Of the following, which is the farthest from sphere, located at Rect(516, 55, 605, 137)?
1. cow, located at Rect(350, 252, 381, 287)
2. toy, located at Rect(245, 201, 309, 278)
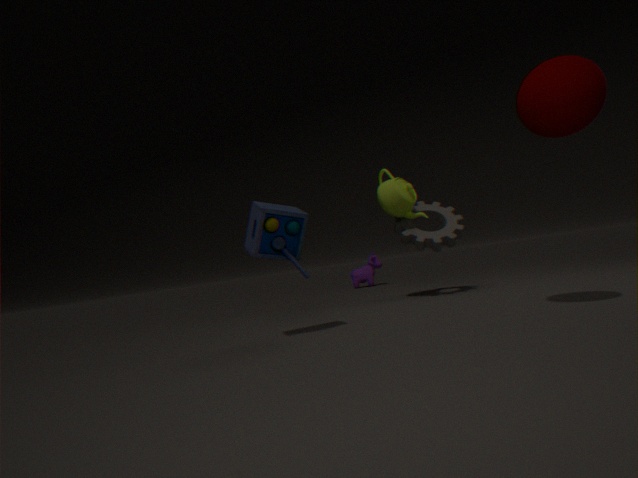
cow, located at Rect(350, 252, 381, 287)
